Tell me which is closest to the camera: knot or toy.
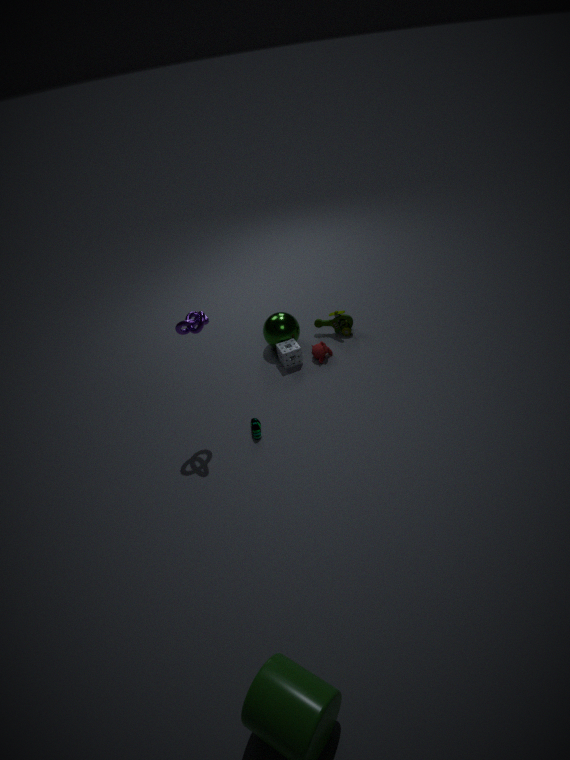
knot
